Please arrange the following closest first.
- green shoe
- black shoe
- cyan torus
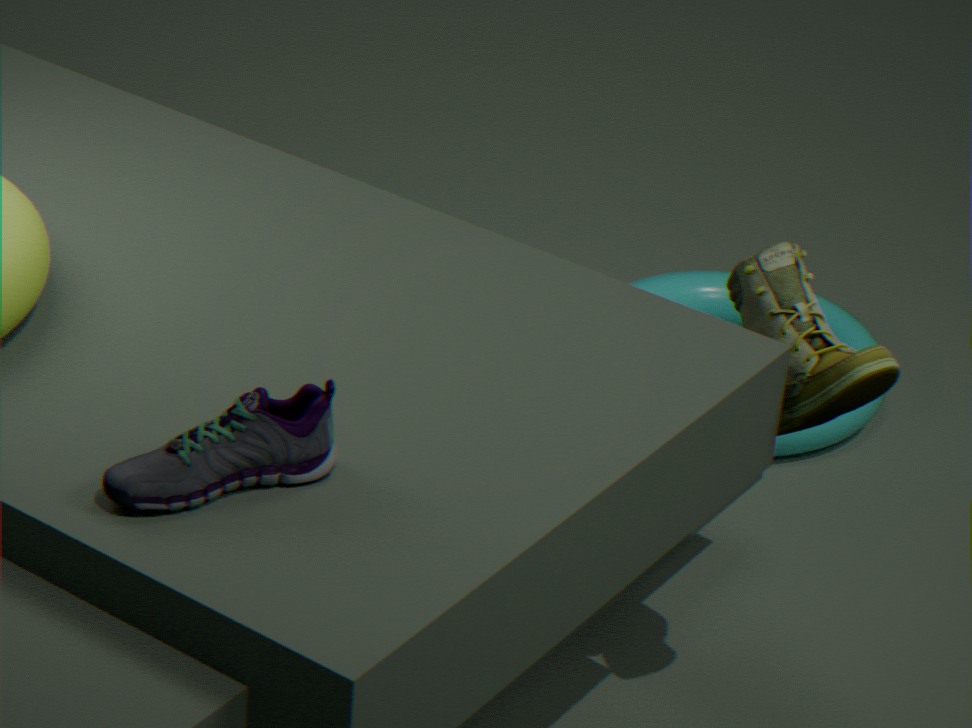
black shoe < green shoe < cyan torus
